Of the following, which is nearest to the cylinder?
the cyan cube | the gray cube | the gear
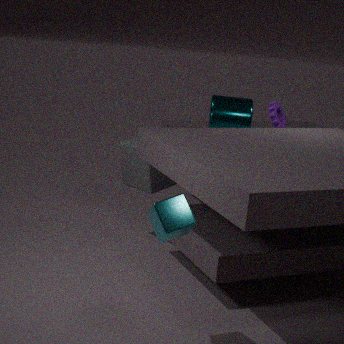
the gear
